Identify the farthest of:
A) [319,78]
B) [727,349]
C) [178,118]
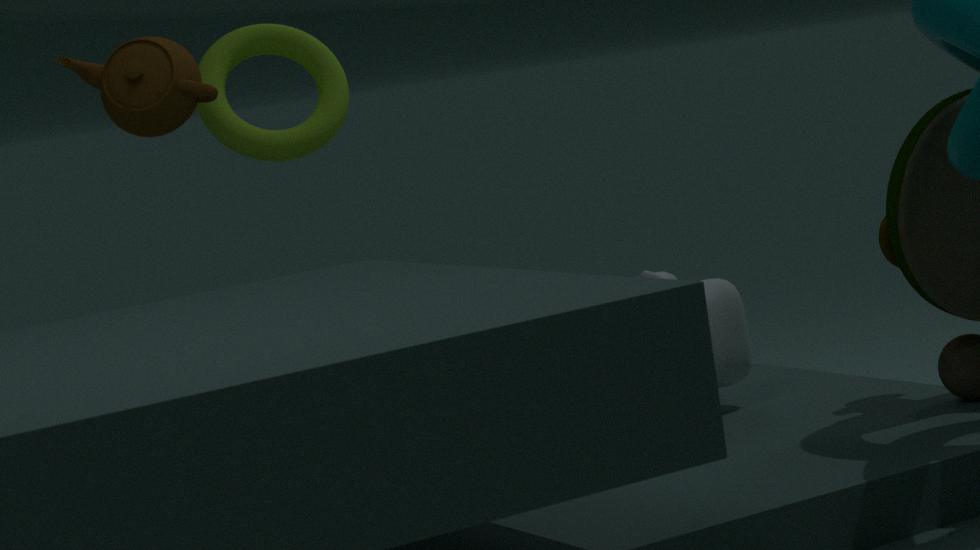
[319,78]
